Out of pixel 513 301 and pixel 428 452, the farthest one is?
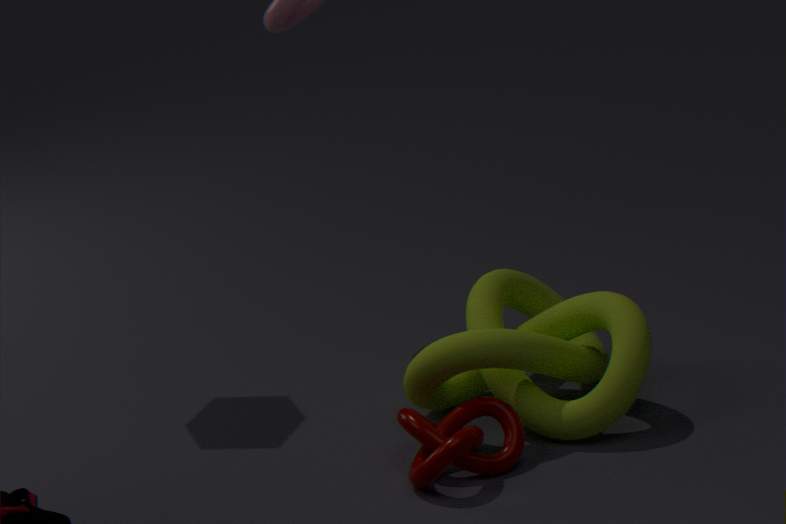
pixel 513 301
